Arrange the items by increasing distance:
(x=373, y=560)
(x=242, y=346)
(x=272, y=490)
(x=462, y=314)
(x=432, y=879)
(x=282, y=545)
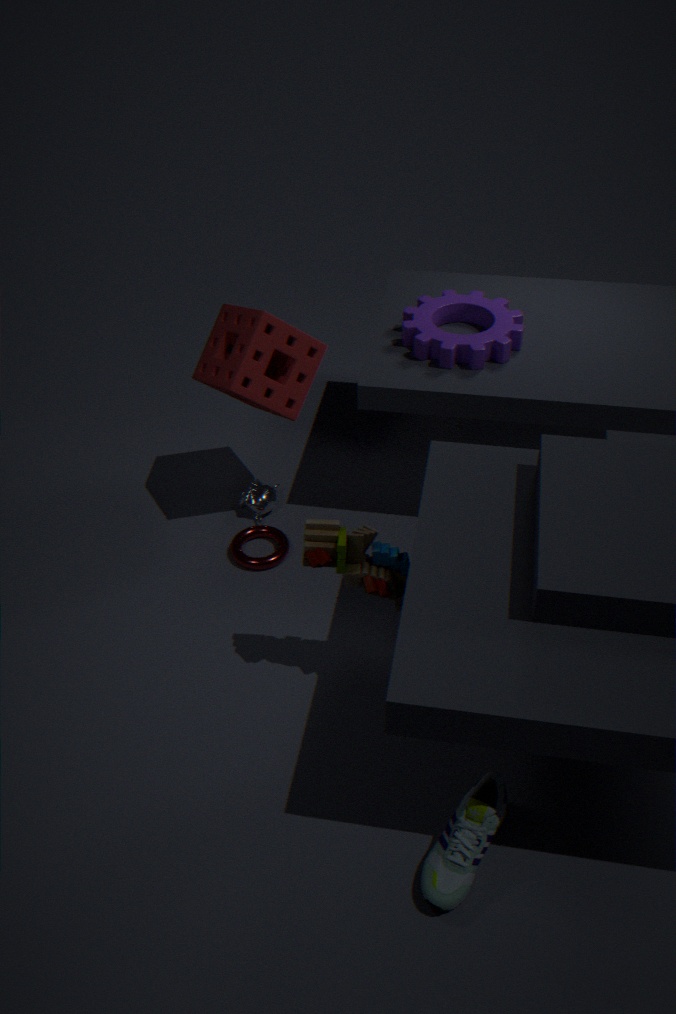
(x=432, y=879)
(x=373, y=560)
(x=242, y=346)
(x=282, y=545)
(x=462, y=314)
(x=272, y=490)
